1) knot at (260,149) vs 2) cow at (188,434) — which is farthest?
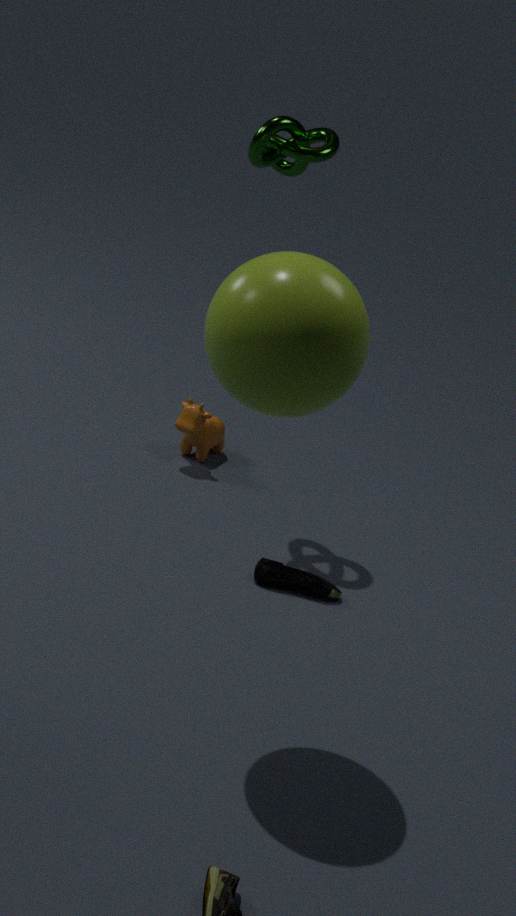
2. cow at (188,434)
